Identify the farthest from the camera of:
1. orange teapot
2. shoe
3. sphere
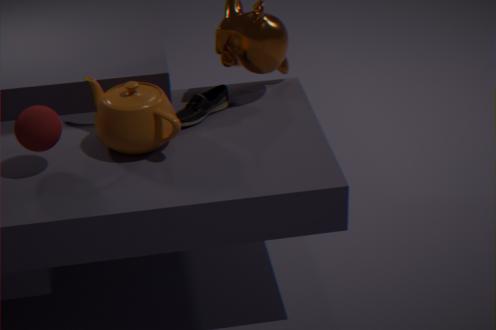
shoe
